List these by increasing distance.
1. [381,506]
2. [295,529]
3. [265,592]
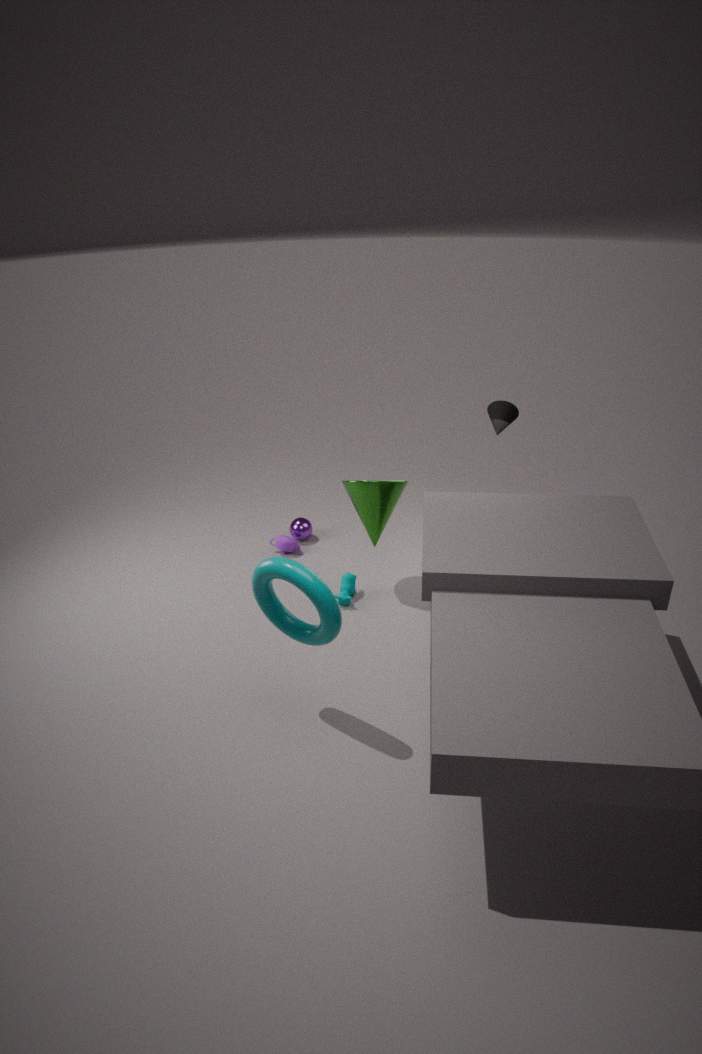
1. [265,592]
2. [381,506]
3. [295,529]
